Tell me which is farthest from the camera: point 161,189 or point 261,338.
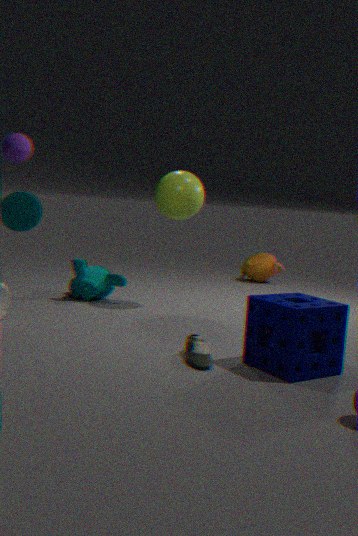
point 161,189
